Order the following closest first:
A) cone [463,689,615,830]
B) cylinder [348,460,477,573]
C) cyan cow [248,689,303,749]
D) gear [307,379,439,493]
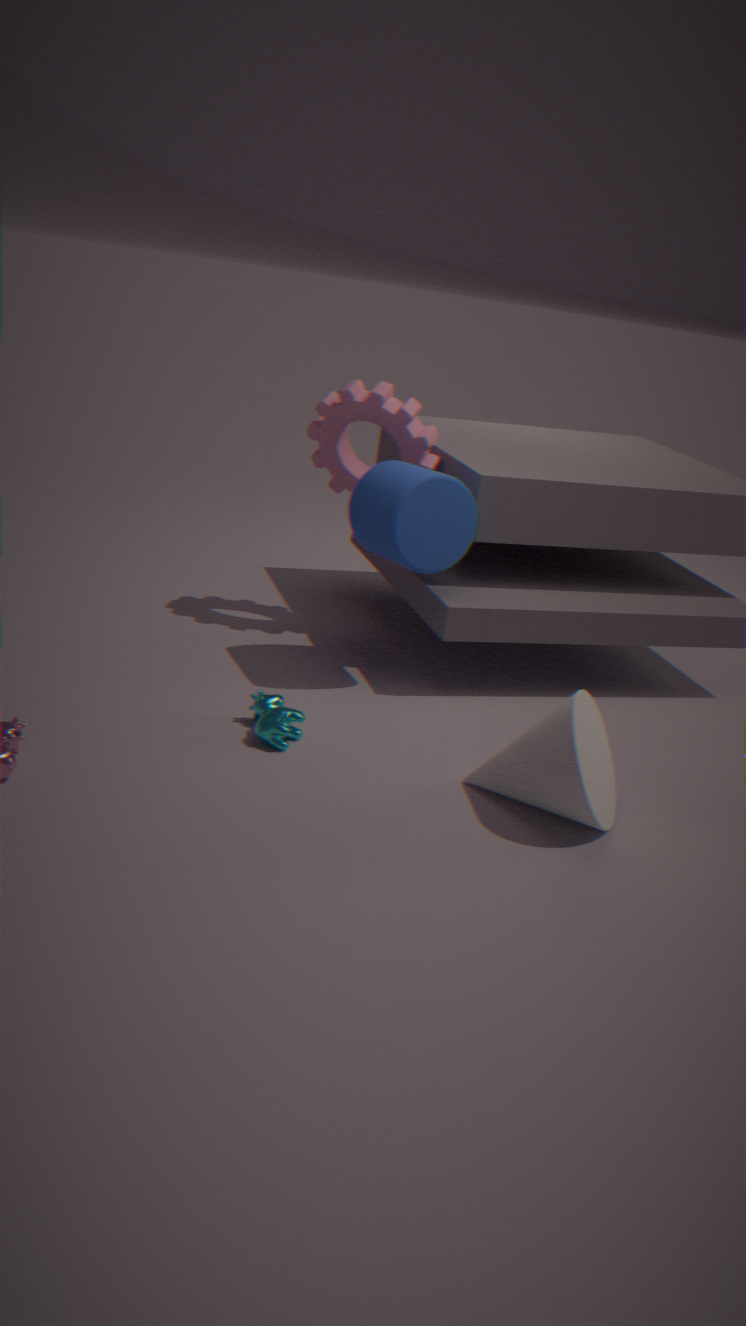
cone [463,689,615,830] → cyan cow [248,689,303,749] → cylinder [348,460,477,573] → gear [307,379,439,493]
